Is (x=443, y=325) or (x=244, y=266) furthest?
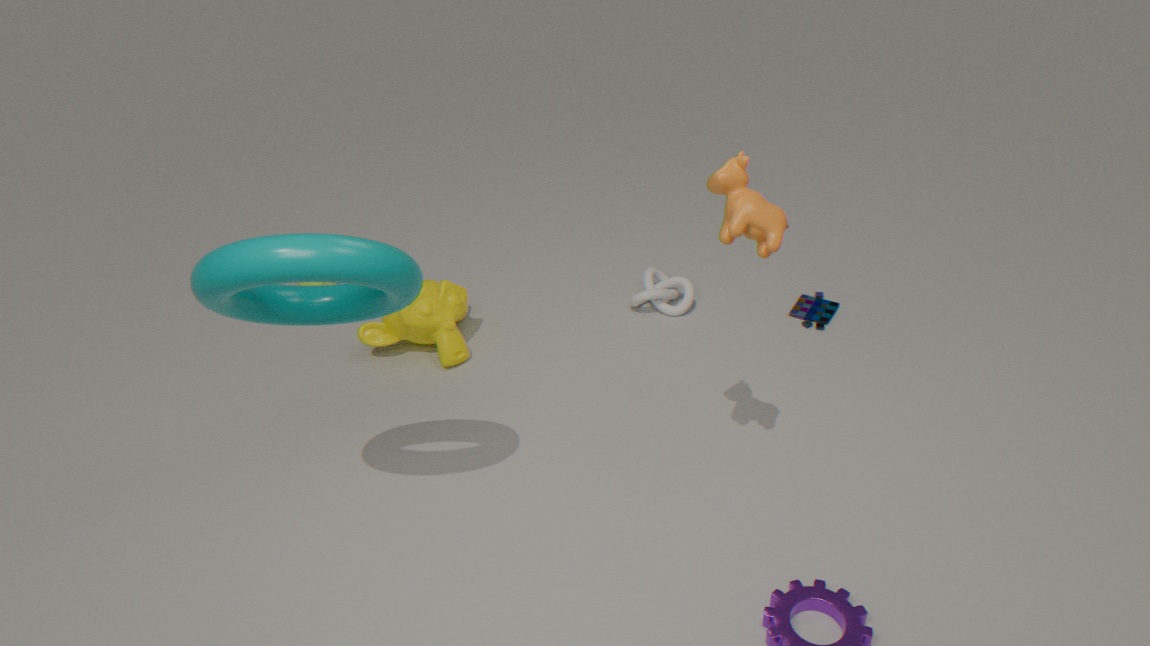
(x=443, y=325)
